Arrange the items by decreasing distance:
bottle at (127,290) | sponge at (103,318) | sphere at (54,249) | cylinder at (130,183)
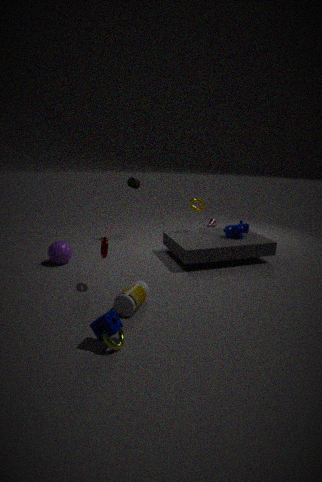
1. cylinder at (130,183)
2. sphere at (54,249)
3. bottle at (127,290)
4. sponge at (103,318)
